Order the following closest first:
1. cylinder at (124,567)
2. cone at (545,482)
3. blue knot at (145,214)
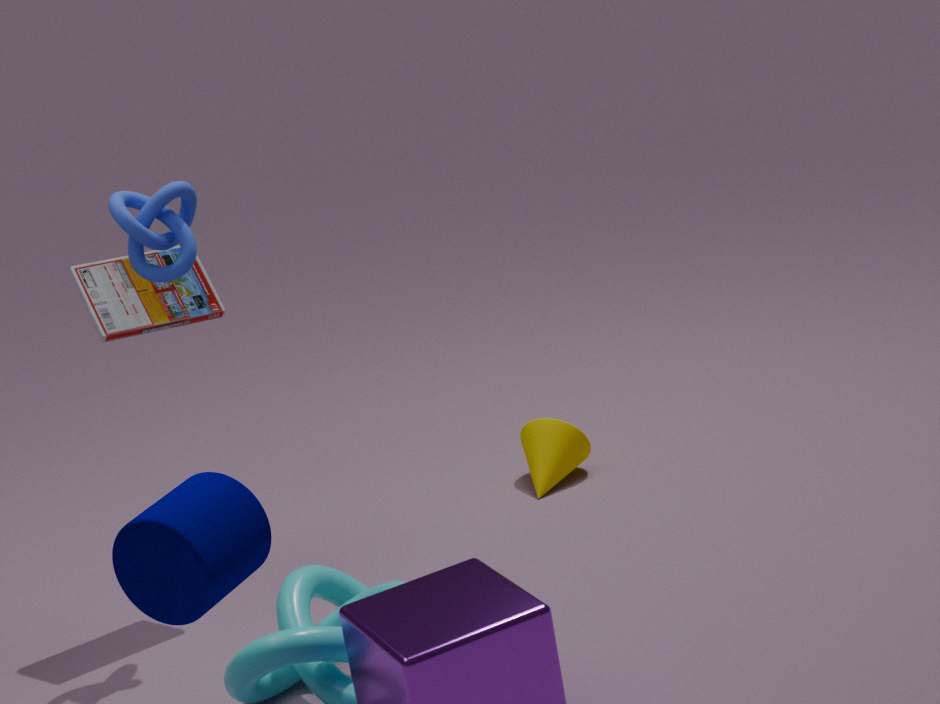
1. cylinder at (124,567)
2. blue knot at (145,214)
3. cone at (545,482)
